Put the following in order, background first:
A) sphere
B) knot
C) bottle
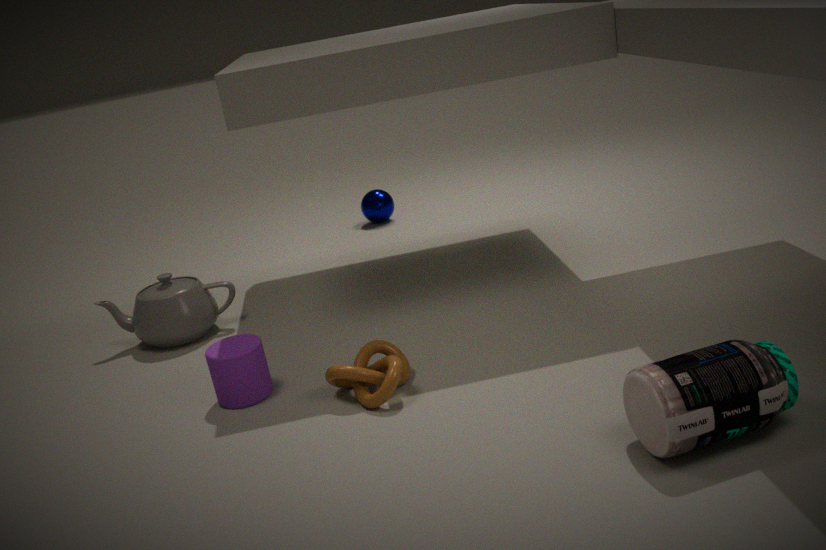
sphere < knot < bottle
